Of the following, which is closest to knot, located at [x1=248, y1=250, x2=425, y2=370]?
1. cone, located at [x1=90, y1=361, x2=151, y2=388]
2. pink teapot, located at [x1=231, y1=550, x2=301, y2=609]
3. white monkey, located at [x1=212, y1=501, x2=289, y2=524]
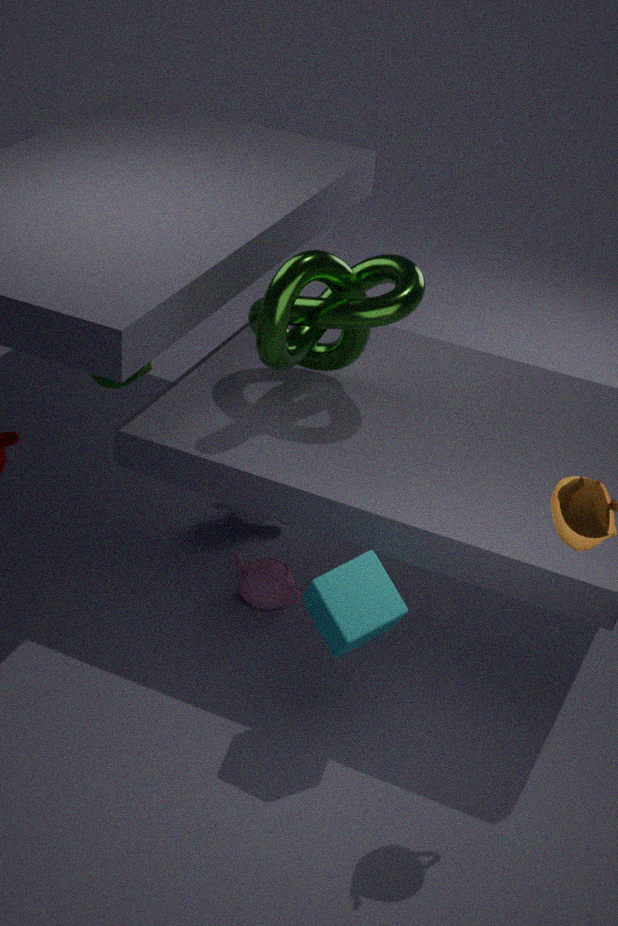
cone, located at [x1=90, y1=361, x2=151, y2=388]
